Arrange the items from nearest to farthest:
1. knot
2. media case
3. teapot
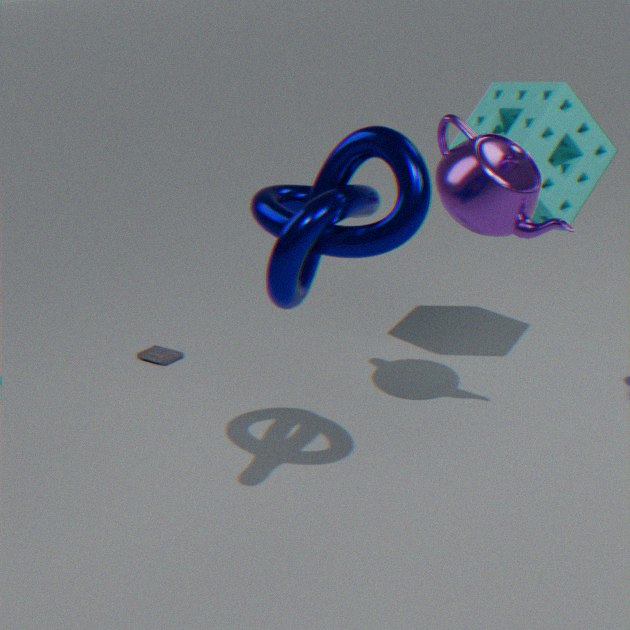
knot
teapot
media case
